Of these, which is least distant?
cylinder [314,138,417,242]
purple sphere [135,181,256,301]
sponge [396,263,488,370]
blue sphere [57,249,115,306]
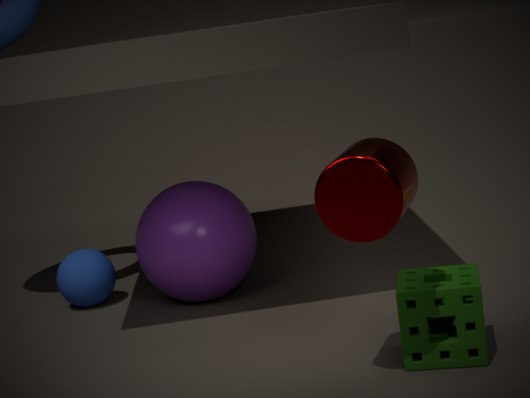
cylinder [314,138,417,242]
